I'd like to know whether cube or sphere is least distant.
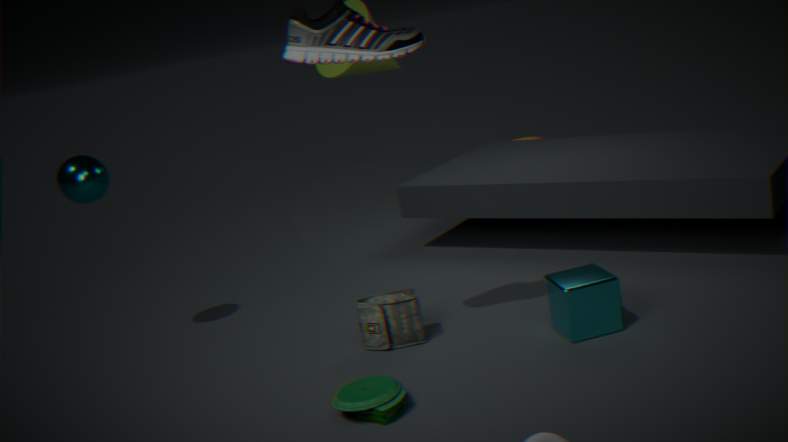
cube
